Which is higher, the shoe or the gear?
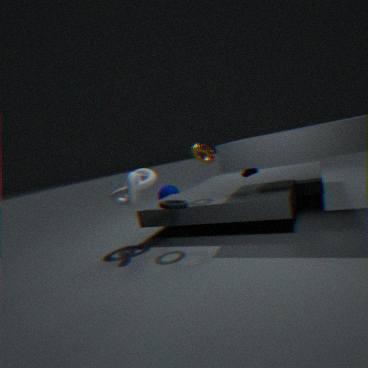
the gear
